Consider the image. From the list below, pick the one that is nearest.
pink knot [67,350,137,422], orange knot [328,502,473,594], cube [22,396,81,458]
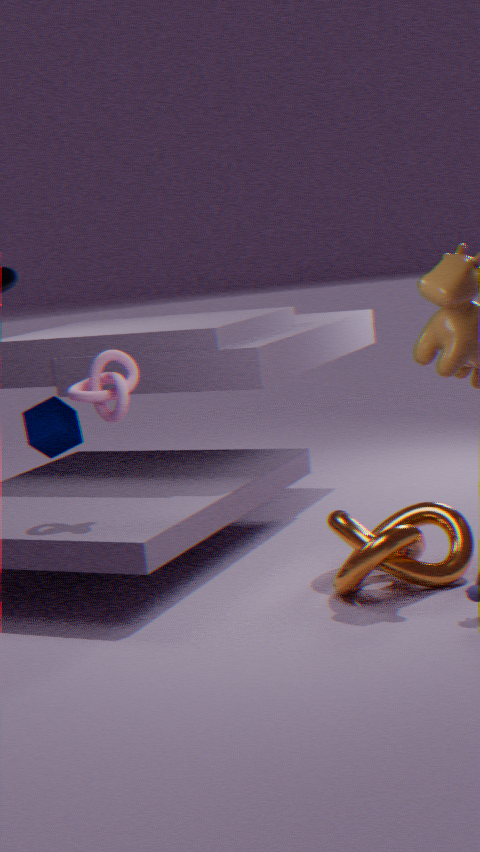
orange knot [328,502,473,594]
